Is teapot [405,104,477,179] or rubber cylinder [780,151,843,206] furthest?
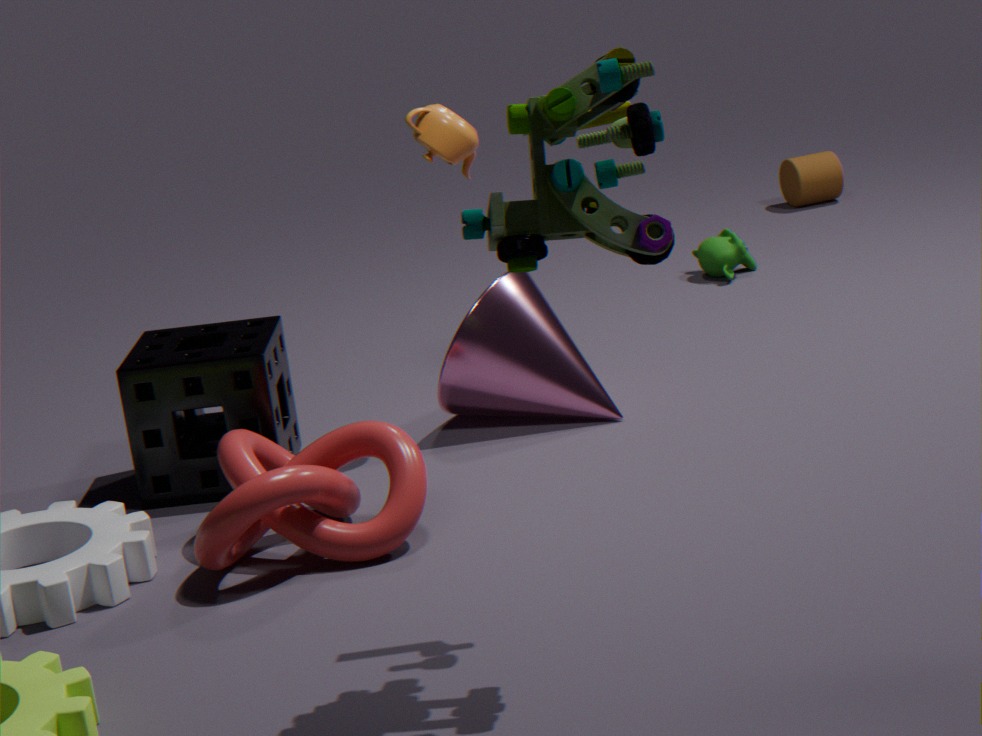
rubber cylinder [780,151,843,206]
